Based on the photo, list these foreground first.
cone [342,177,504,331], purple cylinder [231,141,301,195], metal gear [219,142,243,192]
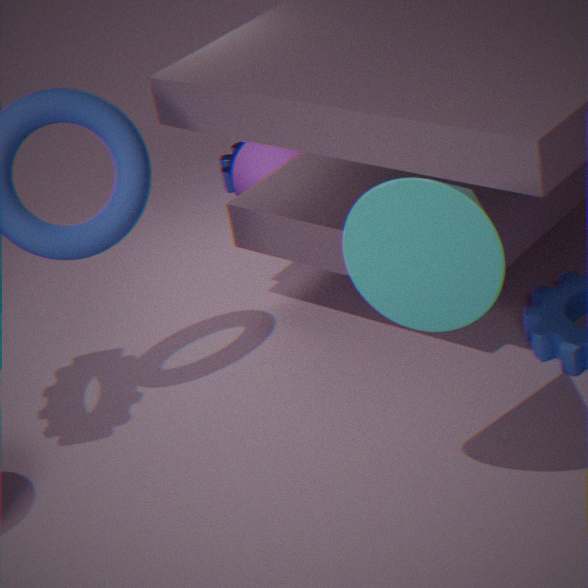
1. cone [342,177,504,331]
2. purple cylinder [231,141,301,195]
3. metal gear [219,142,243,192]
